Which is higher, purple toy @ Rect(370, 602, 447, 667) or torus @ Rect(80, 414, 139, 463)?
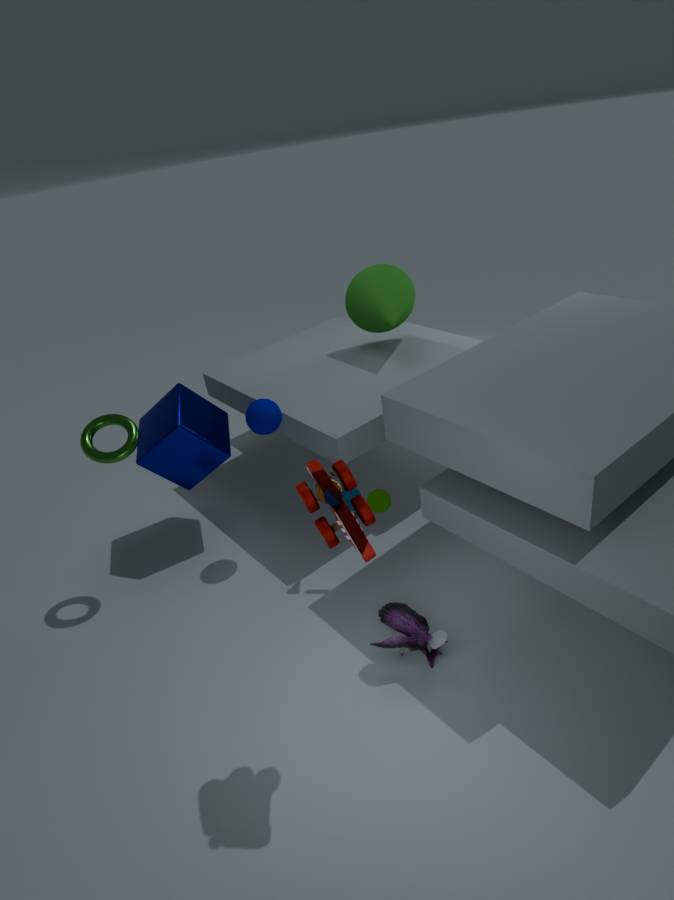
torus @ Rect(80, 414, 139, 463)
